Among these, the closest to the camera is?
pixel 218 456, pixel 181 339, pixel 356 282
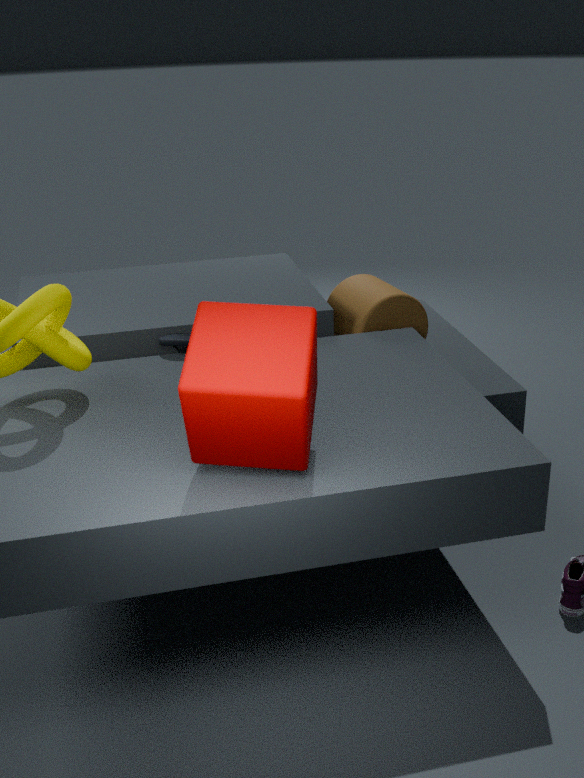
pixel 218 456
